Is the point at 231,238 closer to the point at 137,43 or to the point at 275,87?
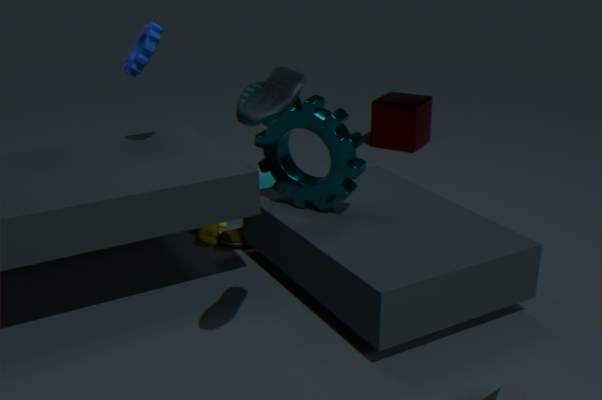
the point at 137,43
